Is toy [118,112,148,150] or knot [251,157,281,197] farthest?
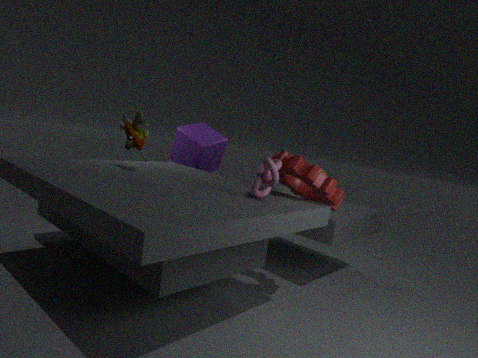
toy [118,112,148,150]
